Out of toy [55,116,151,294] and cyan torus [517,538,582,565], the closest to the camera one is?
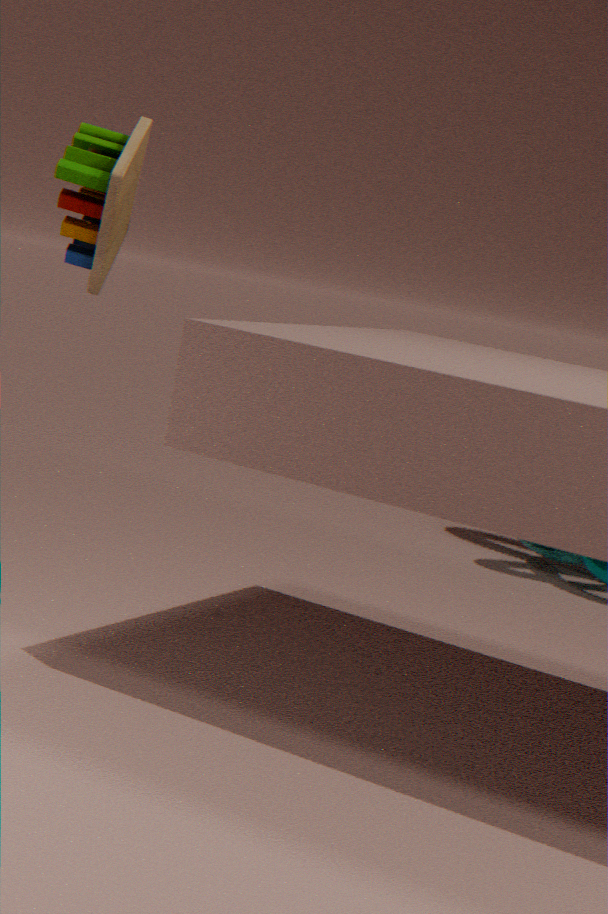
toy [55,116,151,294]
